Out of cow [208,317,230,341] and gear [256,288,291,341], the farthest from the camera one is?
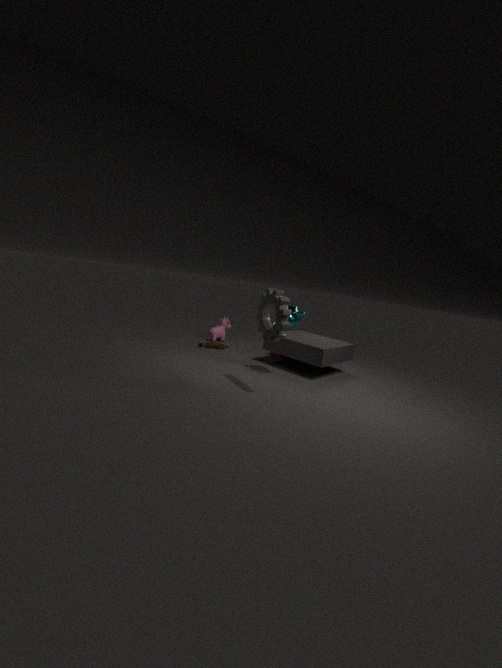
cow [208,317,230,341]
